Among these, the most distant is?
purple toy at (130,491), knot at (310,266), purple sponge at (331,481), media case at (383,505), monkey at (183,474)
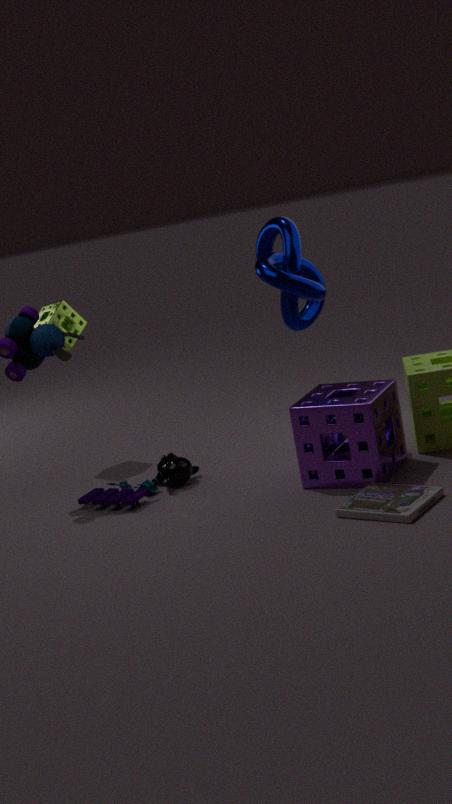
monkey at (183,474)
